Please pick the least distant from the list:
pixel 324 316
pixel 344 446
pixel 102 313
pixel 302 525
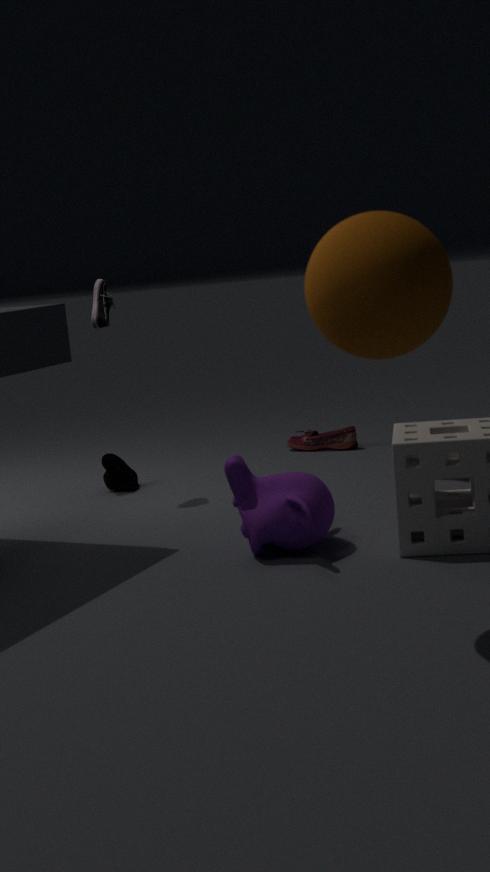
pixel 324 316
